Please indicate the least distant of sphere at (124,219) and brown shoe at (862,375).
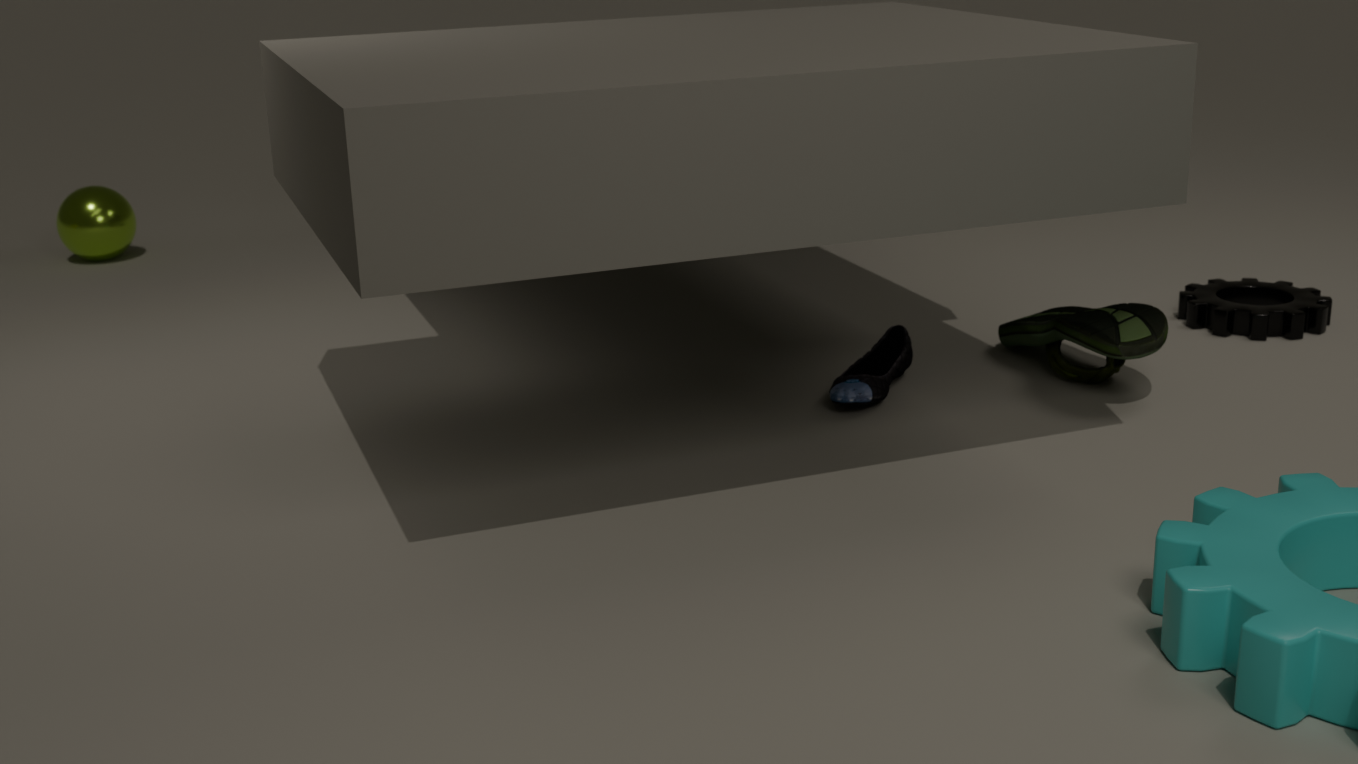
brown shoe at (862,375)
